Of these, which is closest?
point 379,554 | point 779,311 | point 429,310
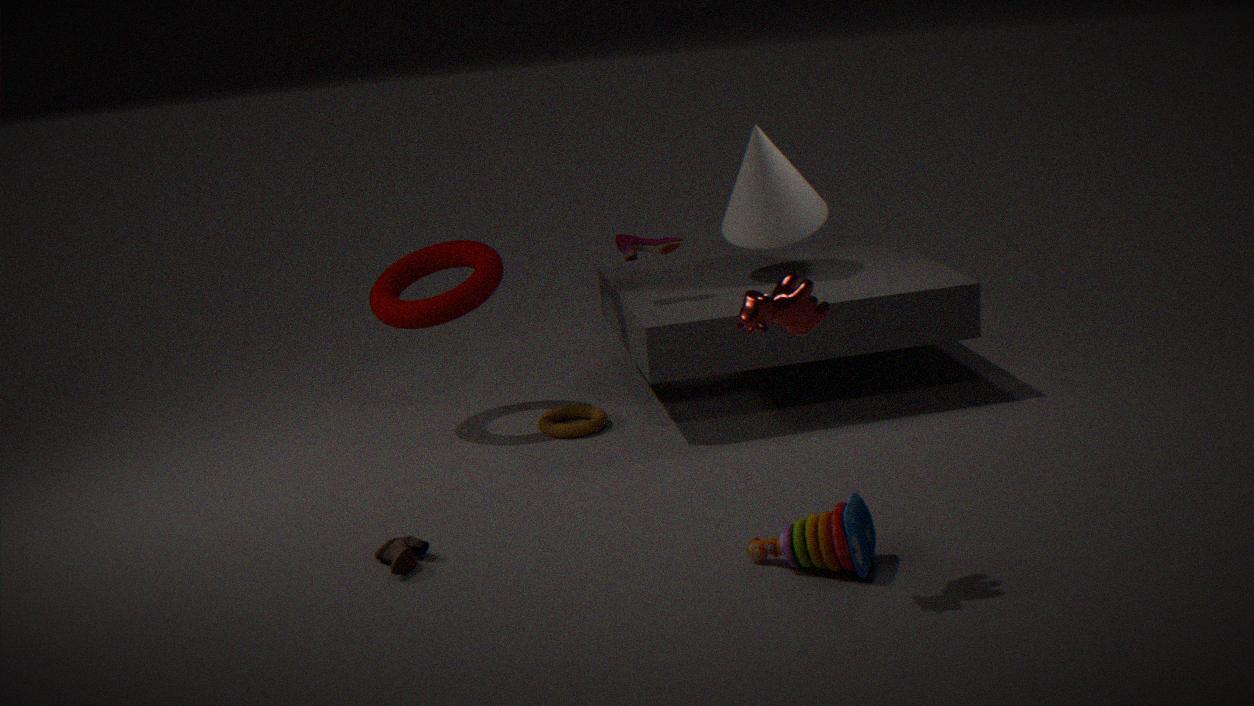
point 779,311
